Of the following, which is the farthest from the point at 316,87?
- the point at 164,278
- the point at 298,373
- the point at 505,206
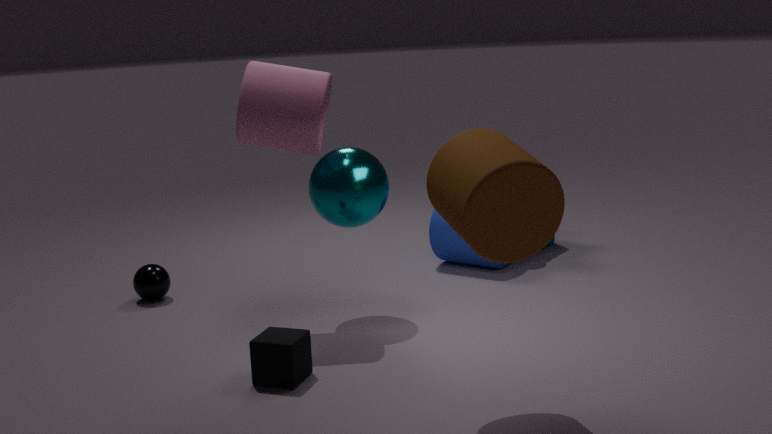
the point at 505,206
